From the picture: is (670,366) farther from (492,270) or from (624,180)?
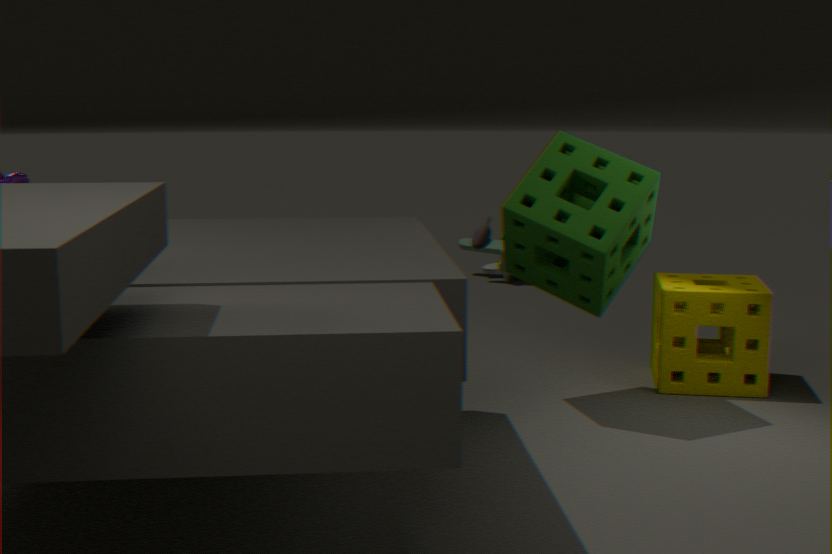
(492,270)
